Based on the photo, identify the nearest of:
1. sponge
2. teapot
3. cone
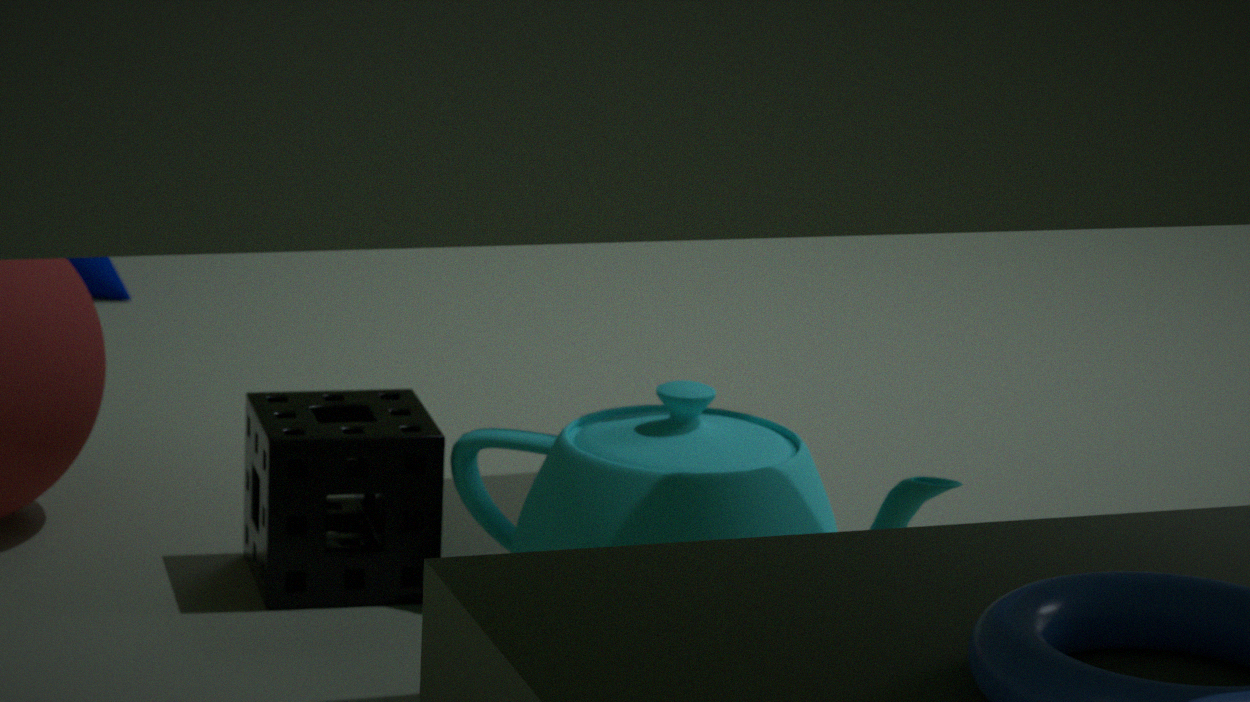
teapot
